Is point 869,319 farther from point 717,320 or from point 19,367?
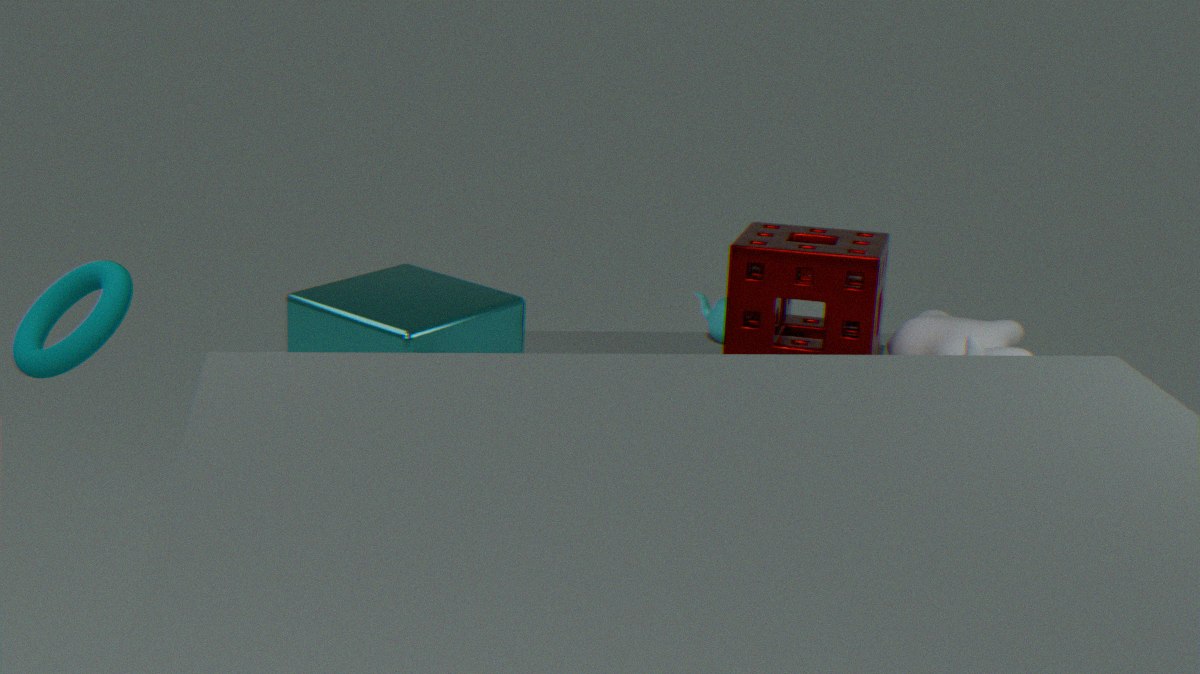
point 19,367
